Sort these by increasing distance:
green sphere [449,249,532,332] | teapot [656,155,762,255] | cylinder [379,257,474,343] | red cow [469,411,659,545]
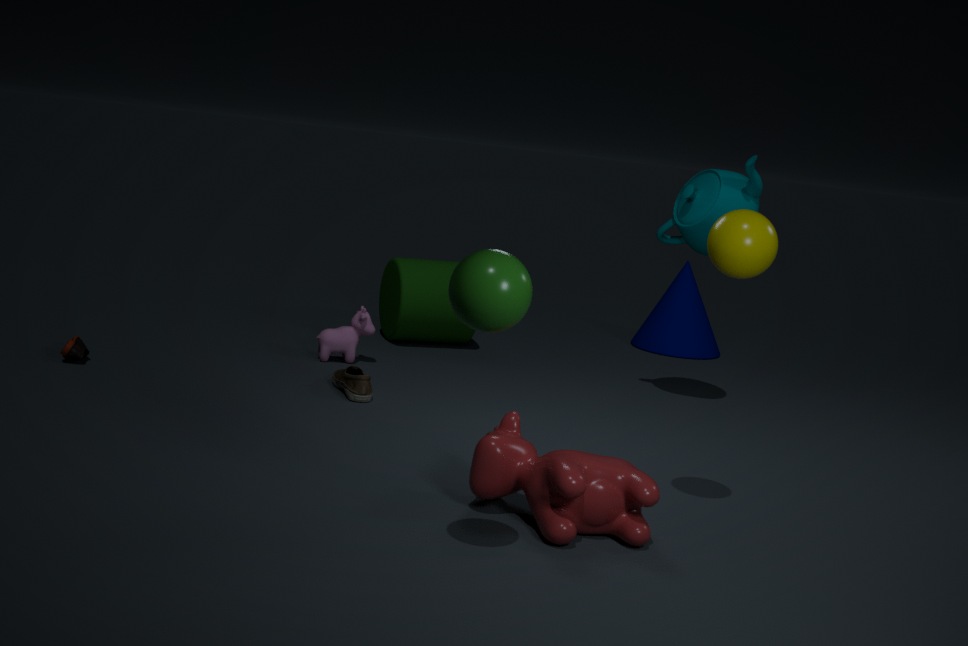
green sphere [449,249,532,332]
red cow [469,411,659,545]
teapot [656,155,762,255]
cylinder [379,257,474,343]
